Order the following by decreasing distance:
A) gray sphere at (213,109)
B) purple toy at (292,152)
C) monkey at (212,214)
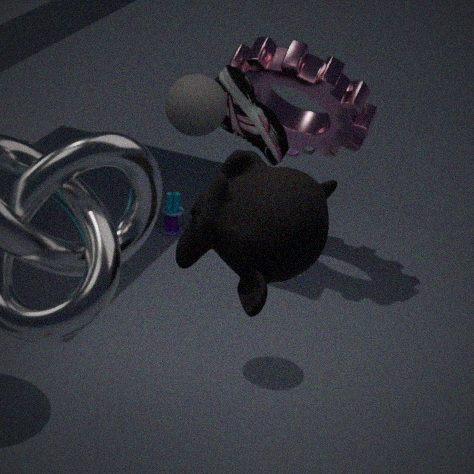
purple toy at (292,152)
gray sphere at (213,109)
monkey at (212,214)
